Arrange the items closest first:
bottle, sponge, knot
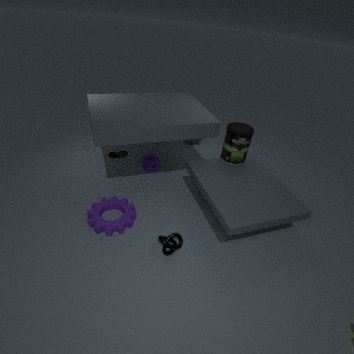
knot < bottle < sponge
